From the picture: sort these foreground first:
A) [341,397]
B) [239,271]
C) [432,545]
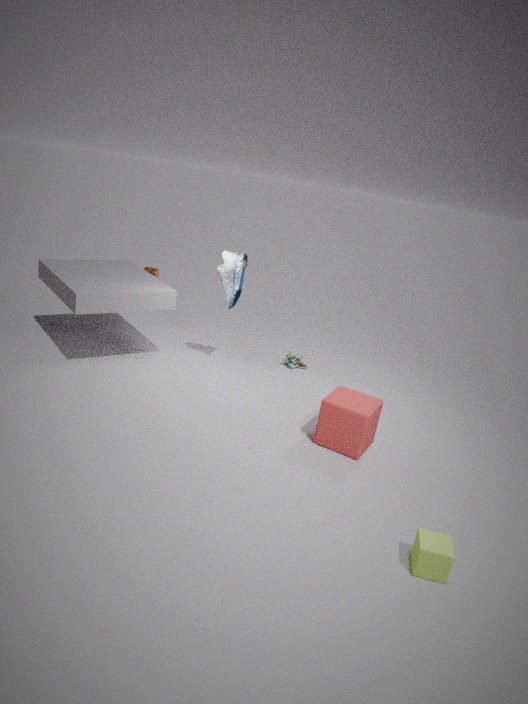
1. [432,545]
2. [341,397]
3. [239,271]
